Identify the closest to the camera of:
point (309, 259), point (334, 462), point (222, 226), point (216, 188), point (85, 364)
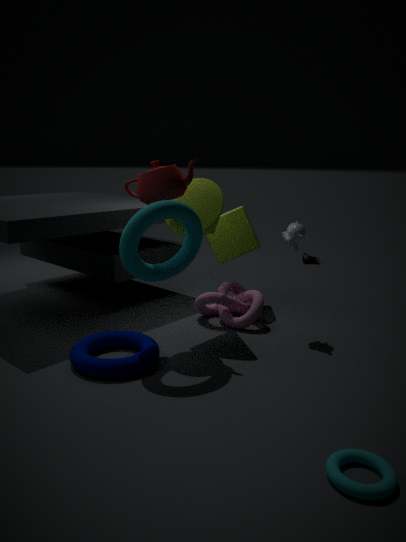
point (334, 462)
